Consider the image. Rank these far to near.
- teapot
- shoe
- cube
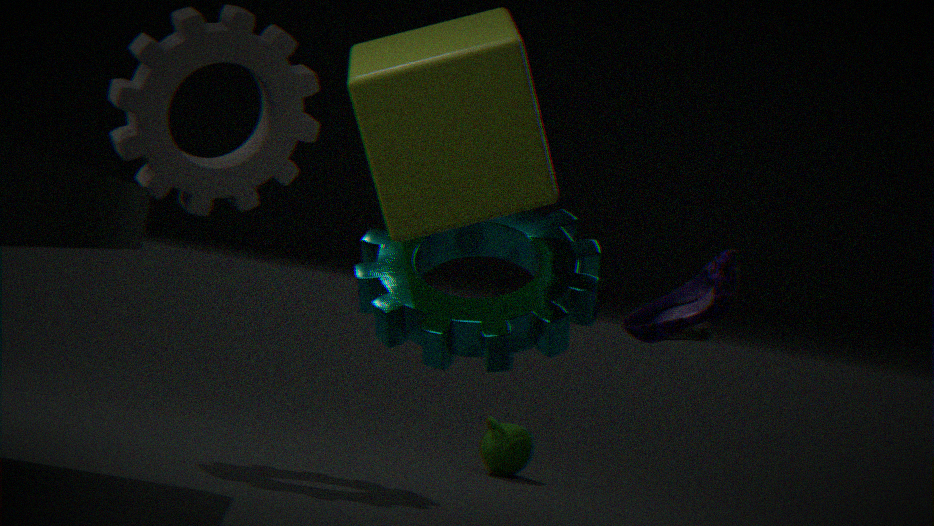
teapot → shoe → cube
